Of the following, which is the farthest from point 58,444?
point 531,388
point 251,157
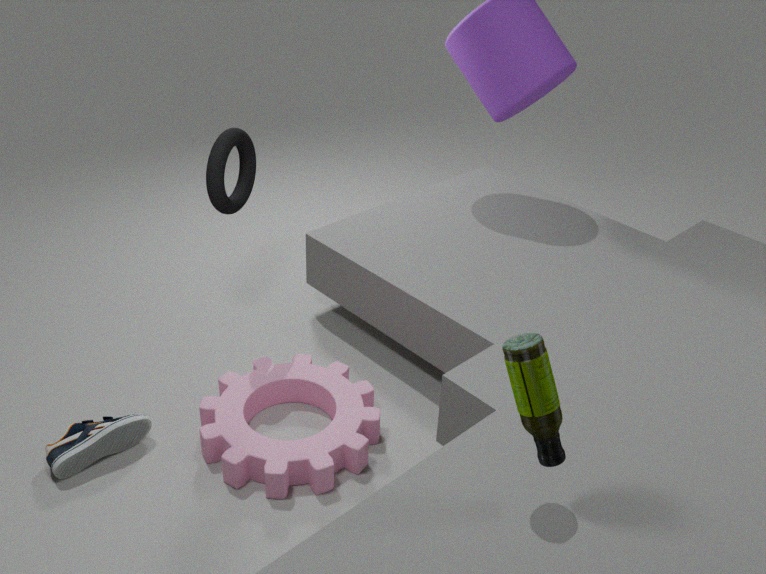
point 531,388
